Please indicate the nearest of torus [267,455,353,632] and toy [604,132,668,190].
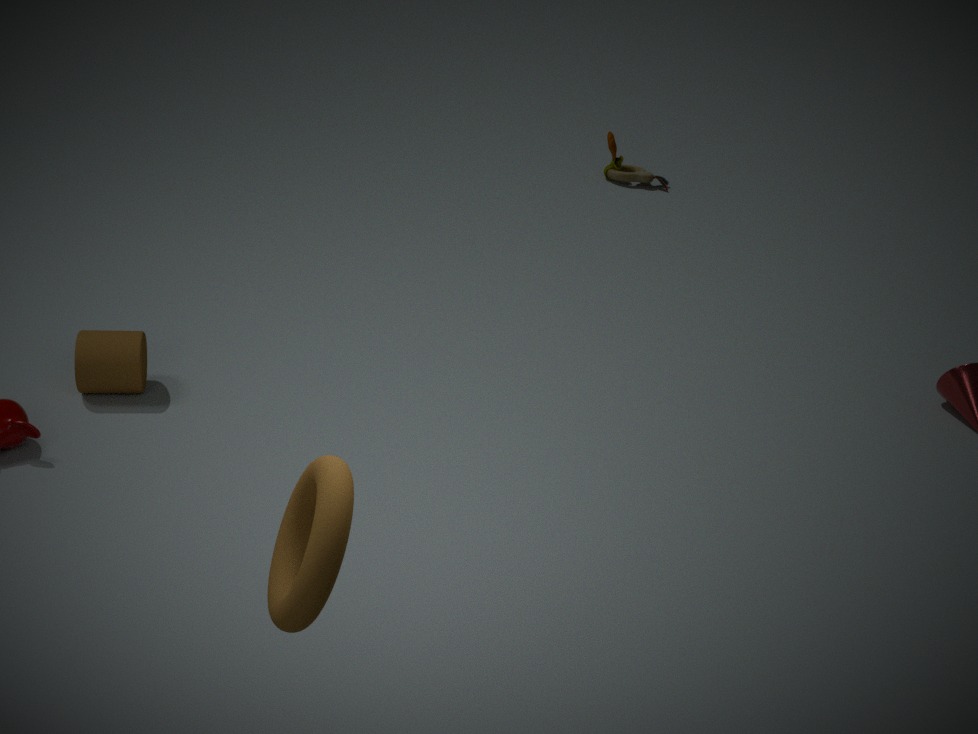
torus [267,455,353,632]
